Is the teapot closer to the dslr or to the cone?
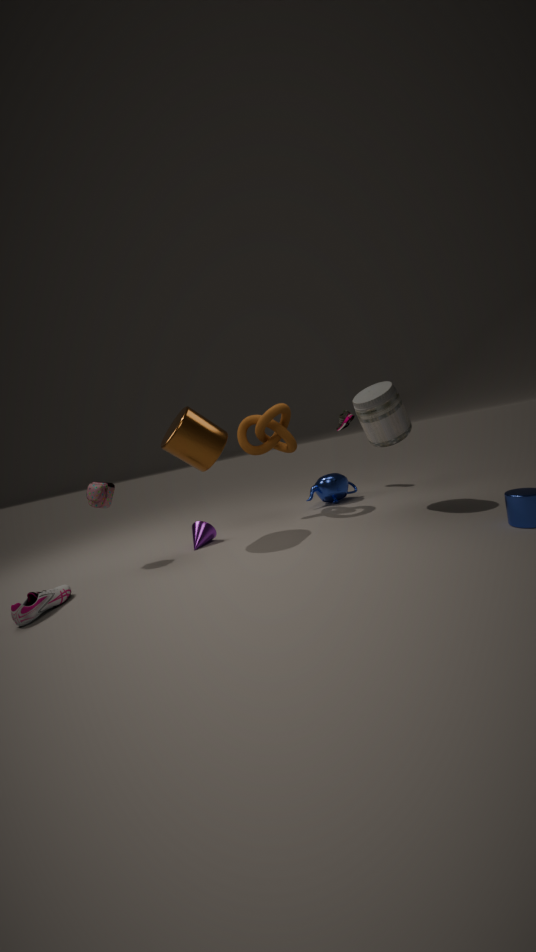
the dslr
